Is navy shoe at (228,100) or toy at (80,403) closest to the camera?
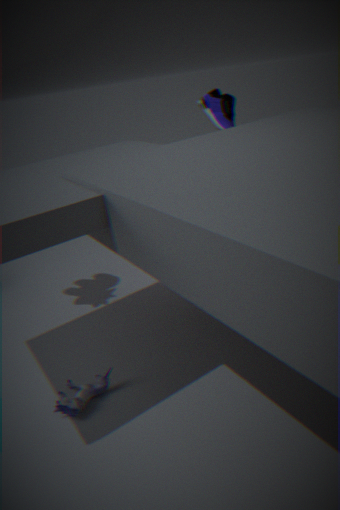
toy at (80,403)
